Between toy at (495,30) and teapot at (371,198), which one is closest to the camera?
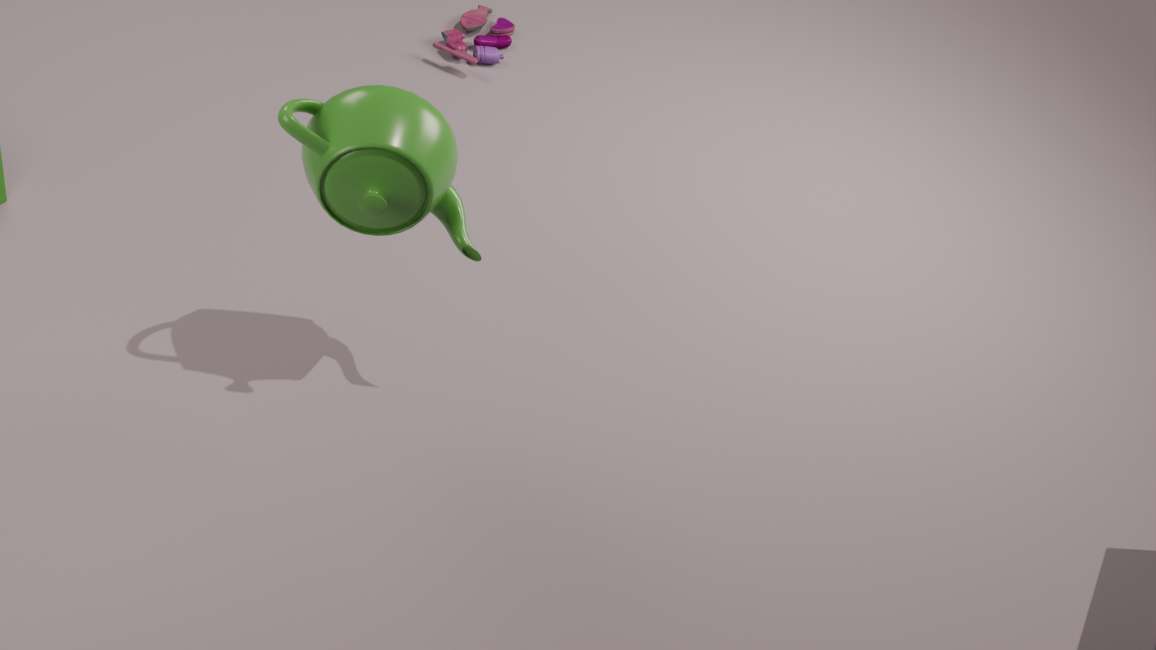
teapot at (371,198)
